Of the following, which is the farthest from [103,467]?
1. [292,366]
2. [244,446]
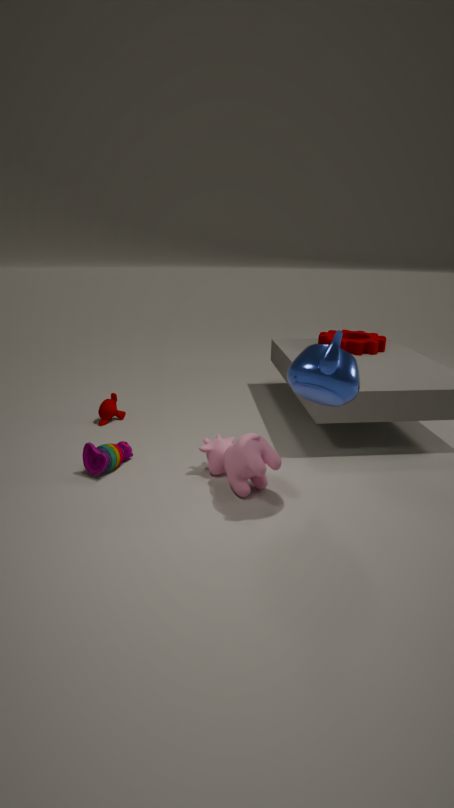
[292,366]
